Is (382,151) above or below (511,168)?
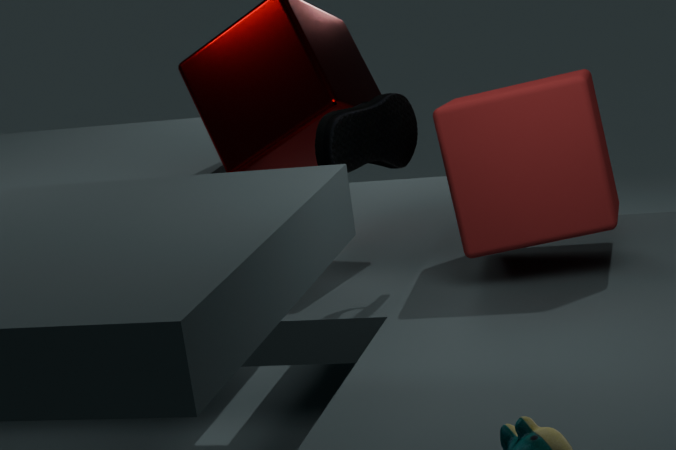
above
